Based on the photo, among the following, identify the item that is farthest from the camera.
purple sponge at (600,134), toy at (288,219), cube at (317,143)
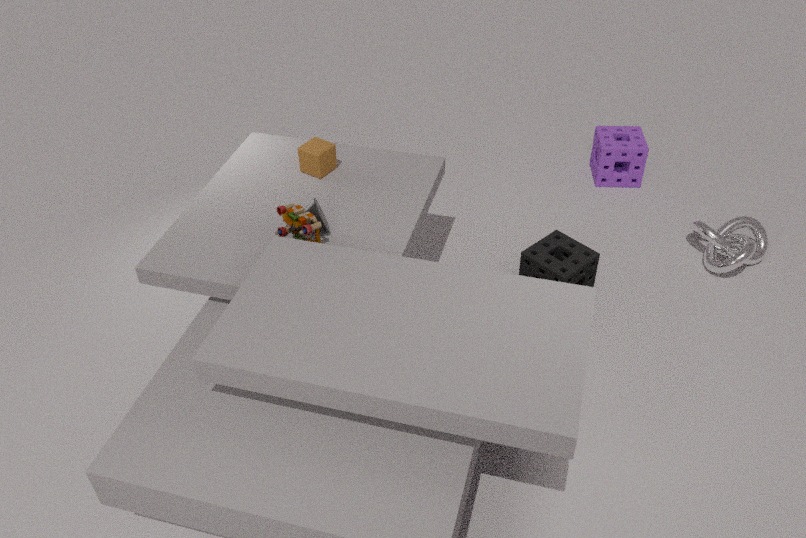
purple sponge at (600,134)
